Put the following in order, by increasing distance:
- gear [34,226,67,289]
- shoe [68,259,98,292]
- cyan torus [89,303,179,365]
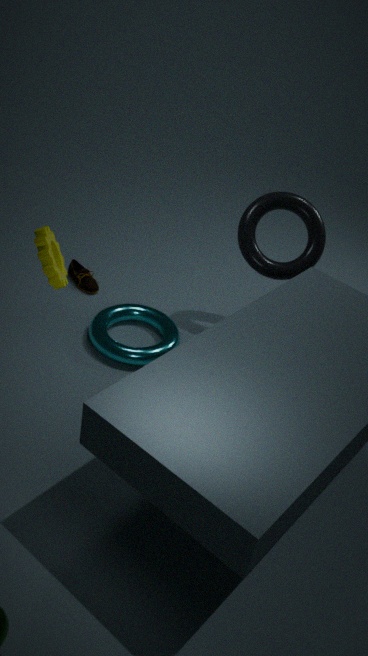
gear [34,226,67,289]
cyan torus [89,303,179,365]
shoe [68,259,98,292]
